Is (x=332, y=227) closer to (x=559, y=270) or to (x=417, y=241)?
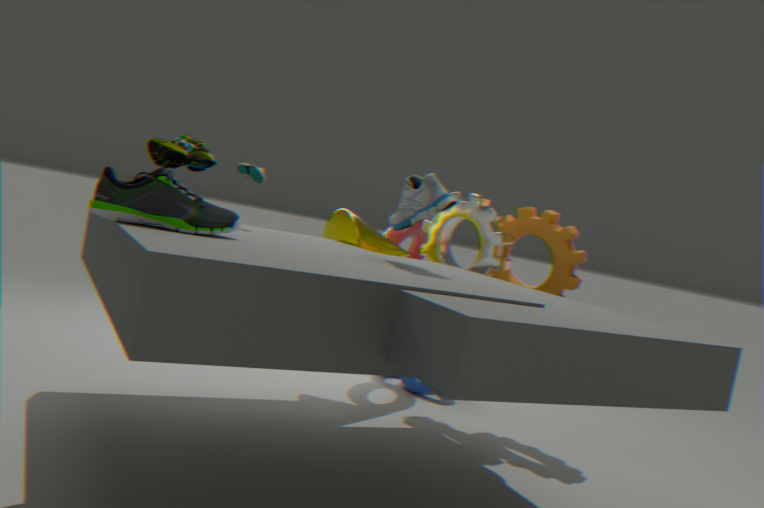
(x=417, y=241)
